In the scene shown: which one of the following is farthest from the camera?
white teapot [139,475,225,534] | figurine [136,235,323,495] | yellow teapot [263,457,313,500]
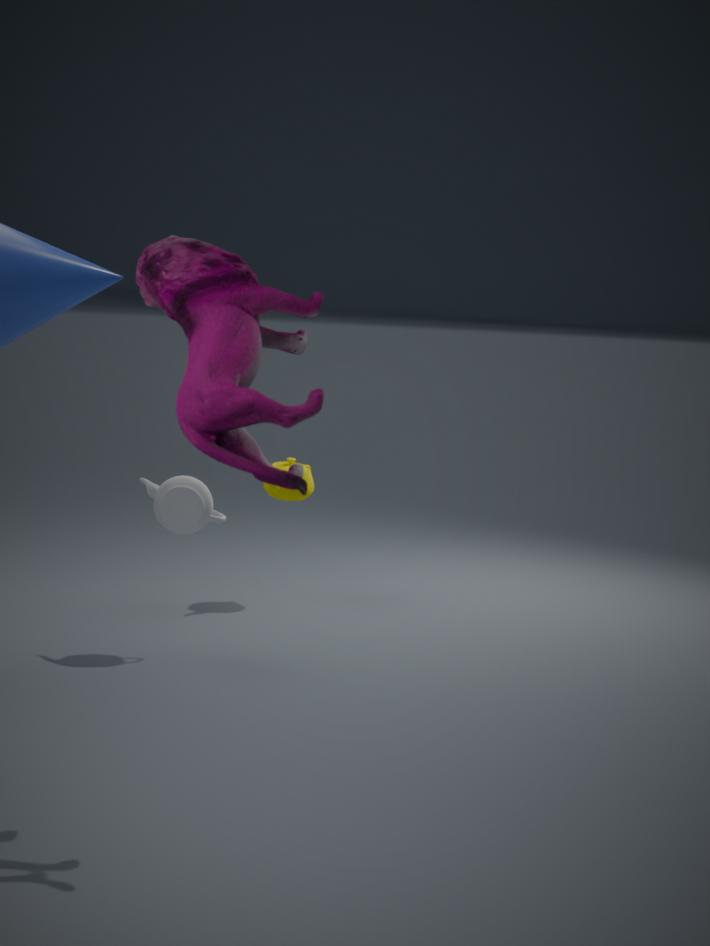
yellow teapot [263,457,313,500]
